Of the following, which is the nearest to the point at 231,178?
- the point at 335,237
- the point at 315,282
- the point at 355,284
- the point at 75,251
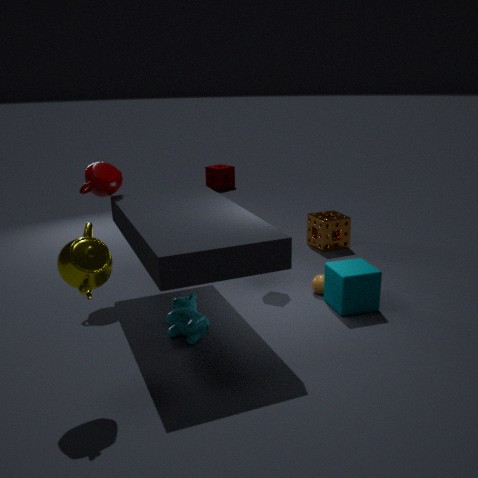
the point at 335,237
